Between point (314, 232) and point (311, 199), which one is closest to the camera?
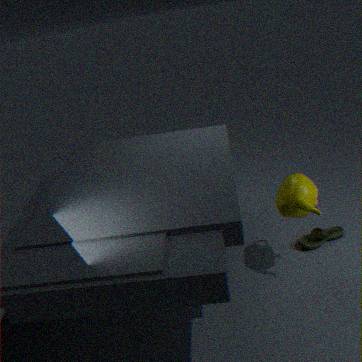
point (311, 199)
